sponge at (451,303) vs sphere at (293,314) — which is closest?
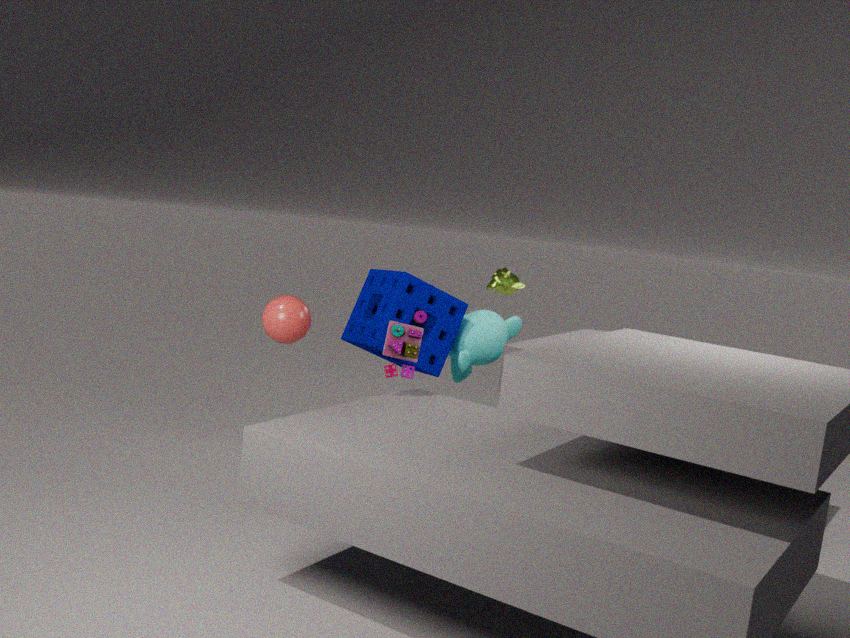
sphere at (293,314)
